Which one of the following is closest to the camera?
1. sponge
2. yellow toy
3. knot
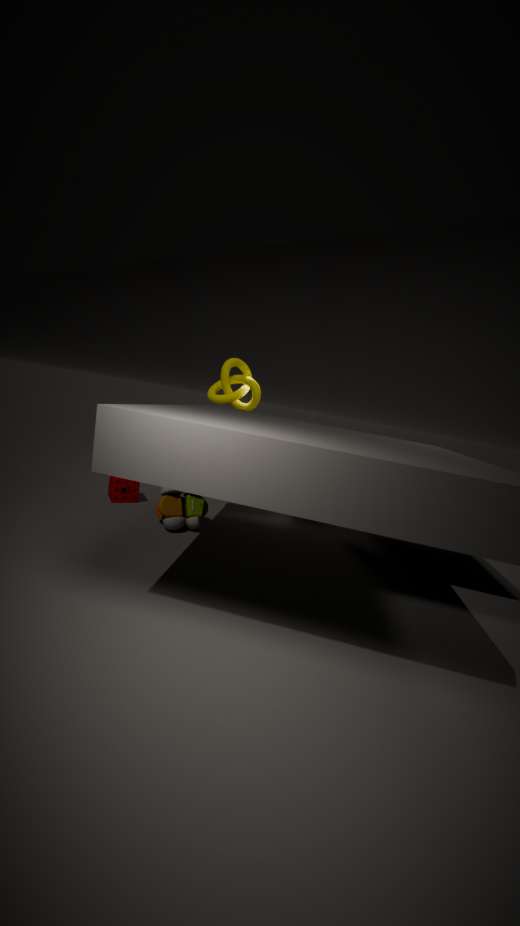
yellow toy
